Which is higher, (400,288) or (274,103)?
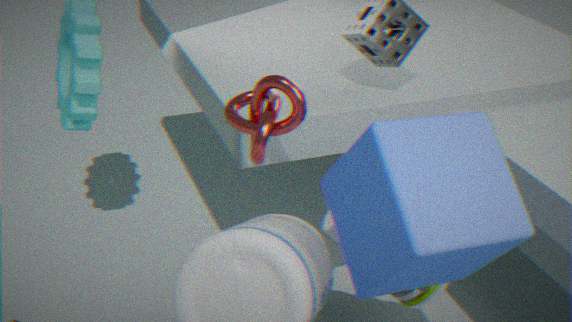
(274,103)
